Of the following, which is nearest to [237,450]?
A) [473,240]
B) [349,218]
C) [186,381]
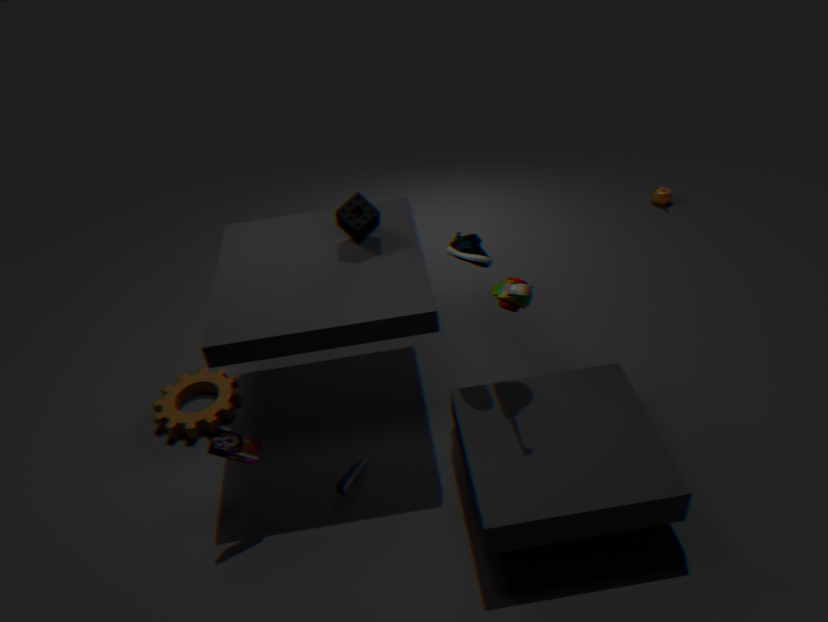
[186,381]
